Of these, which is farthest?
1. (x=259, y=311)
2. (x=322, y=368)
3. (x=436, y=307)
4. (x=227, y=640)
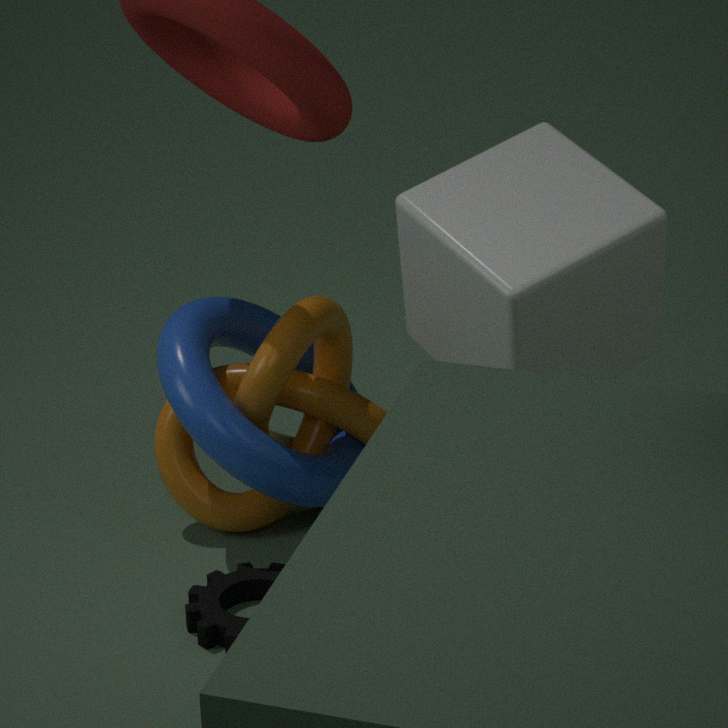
(x=259, y=311)
